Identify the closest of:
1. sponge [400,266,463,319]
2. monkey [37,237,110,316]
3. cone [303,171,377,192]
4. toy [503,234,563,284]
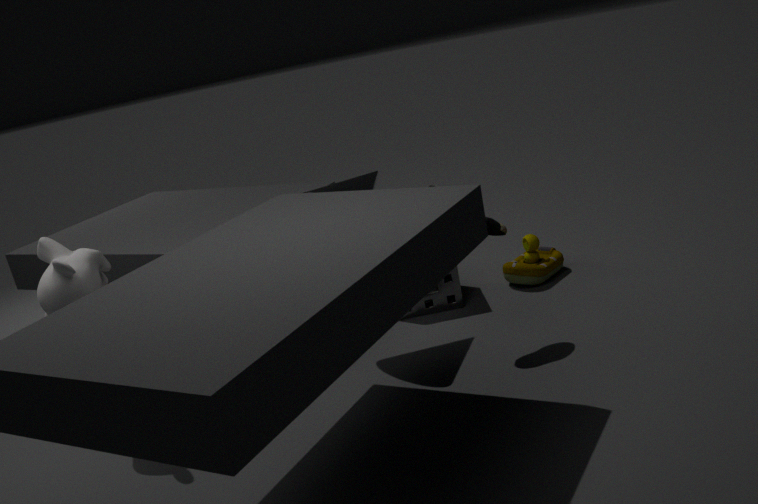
monkey [37,237,110,316]
